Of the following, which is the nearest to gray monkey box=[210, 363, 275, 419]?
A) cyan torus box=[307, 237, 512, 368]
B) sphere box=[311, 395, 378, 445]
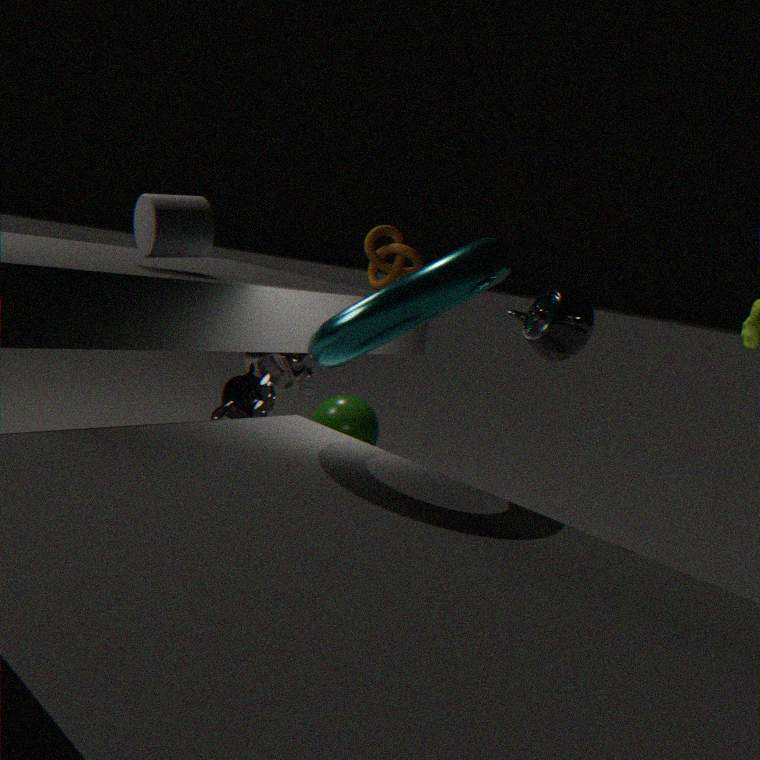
cyan torus box=[307, 237, 512, 368]
